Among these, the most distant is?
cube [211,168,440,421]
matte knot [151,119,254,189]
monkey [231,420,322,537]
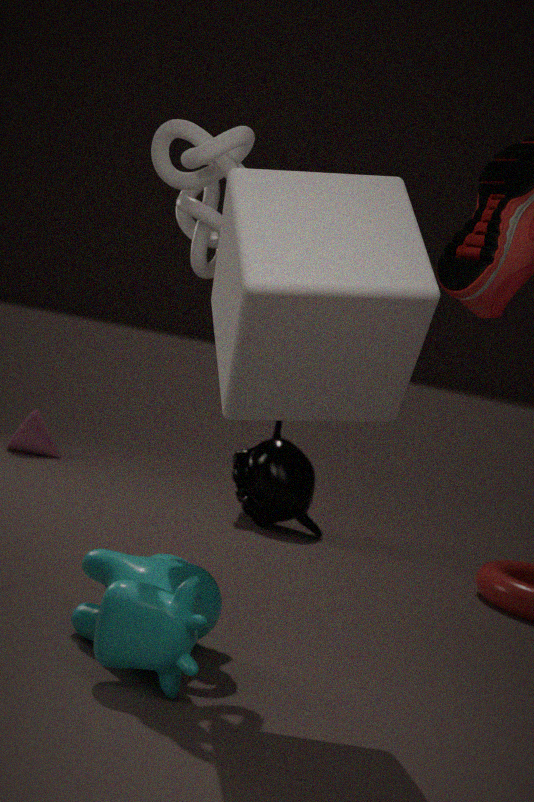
monkey [231,420,322,537]
